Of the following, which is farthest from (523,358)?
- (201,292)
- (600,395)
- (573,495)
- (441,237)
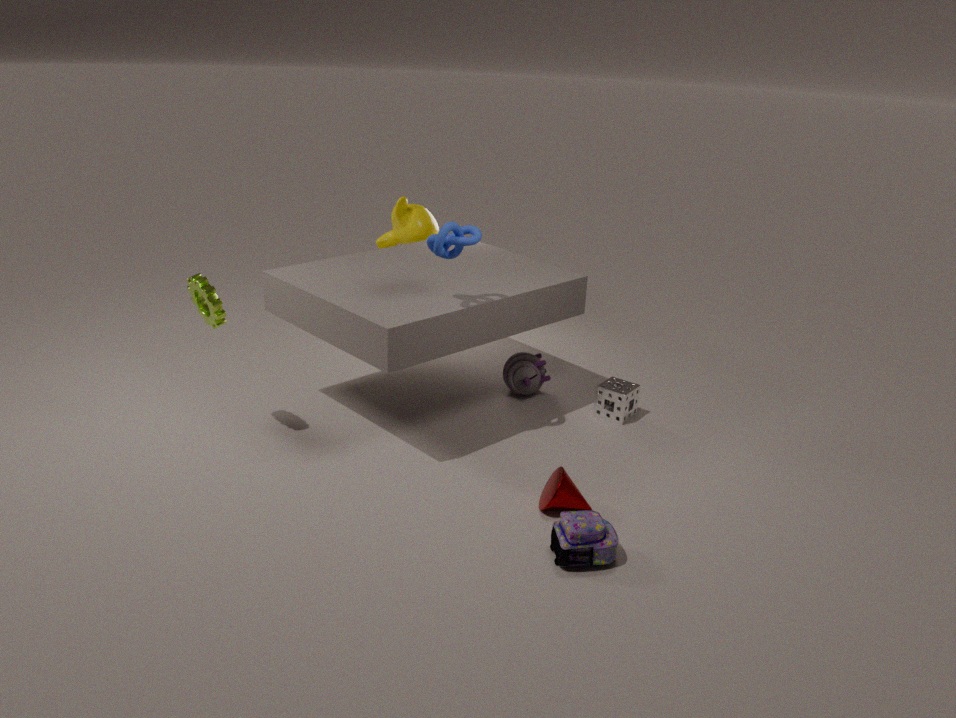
(201,292)
